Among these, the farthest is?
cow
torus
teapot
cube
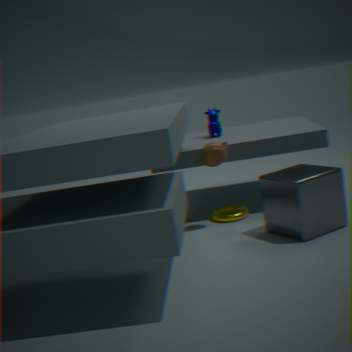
cow
